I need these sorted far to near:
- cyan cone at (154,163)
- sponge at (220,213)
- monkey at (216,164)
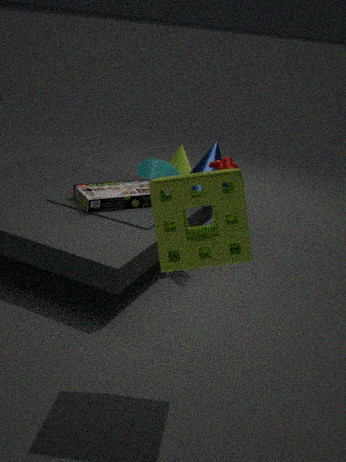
cyan cone at (154,163)
monkey at (216,164)
sponge at (220,213)
